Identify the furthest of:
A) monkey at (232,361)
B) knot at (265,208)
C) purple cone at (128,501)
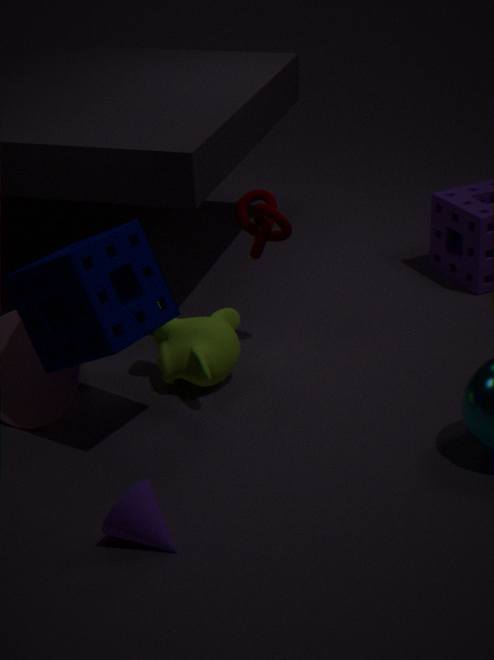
knot at (265,208)
